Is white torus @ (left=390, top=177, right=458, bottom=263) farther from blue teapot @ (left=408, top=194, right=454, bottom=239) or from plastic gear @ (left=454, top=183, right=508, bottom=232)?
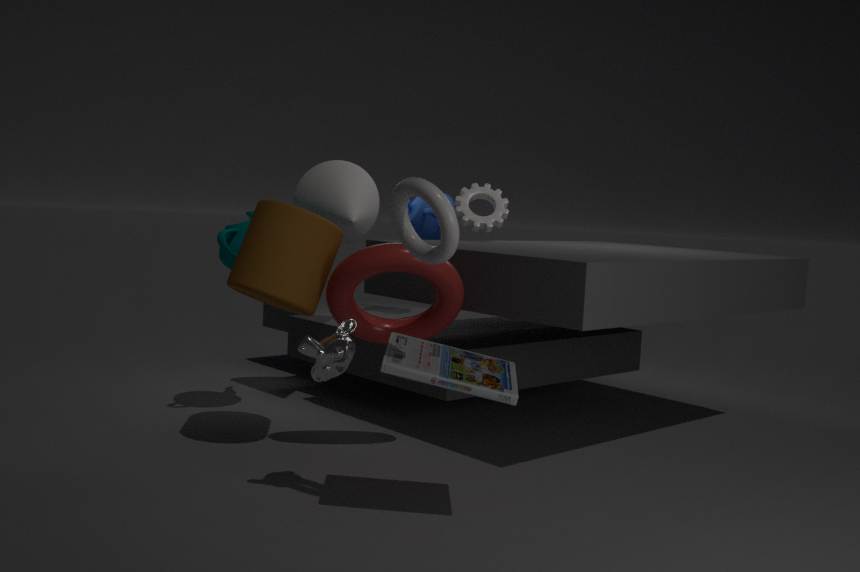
blue teapot @ (left=408, top=194, right=454, bottom=239)
